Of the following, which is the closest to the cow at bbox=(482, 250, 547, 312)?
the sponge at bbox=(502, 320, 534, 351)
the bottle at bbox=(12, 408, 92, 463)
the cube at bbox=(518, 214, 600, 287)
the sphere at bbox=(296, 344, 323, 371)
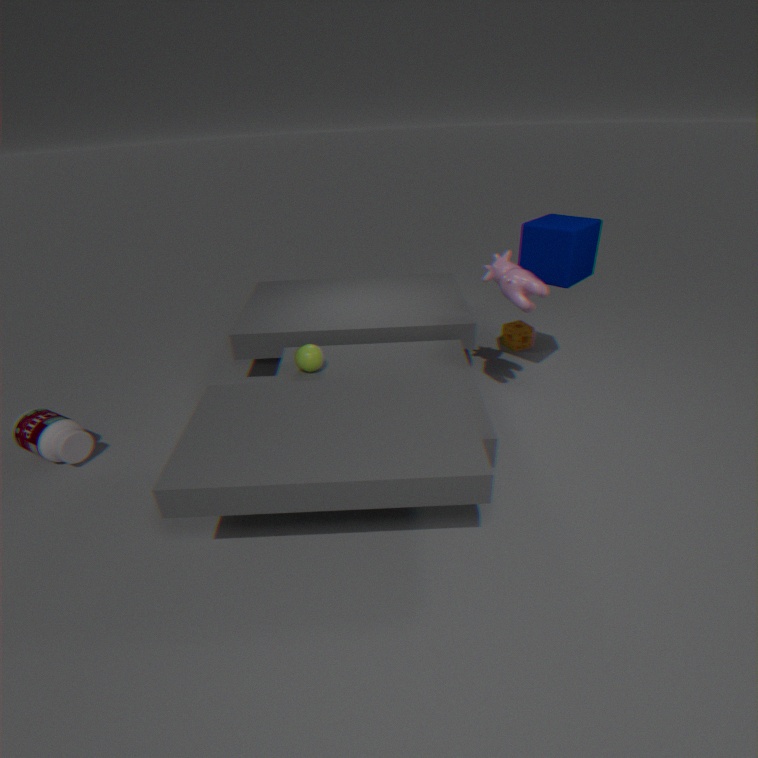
the cube at bbox=(518, 214, 600, 287)
